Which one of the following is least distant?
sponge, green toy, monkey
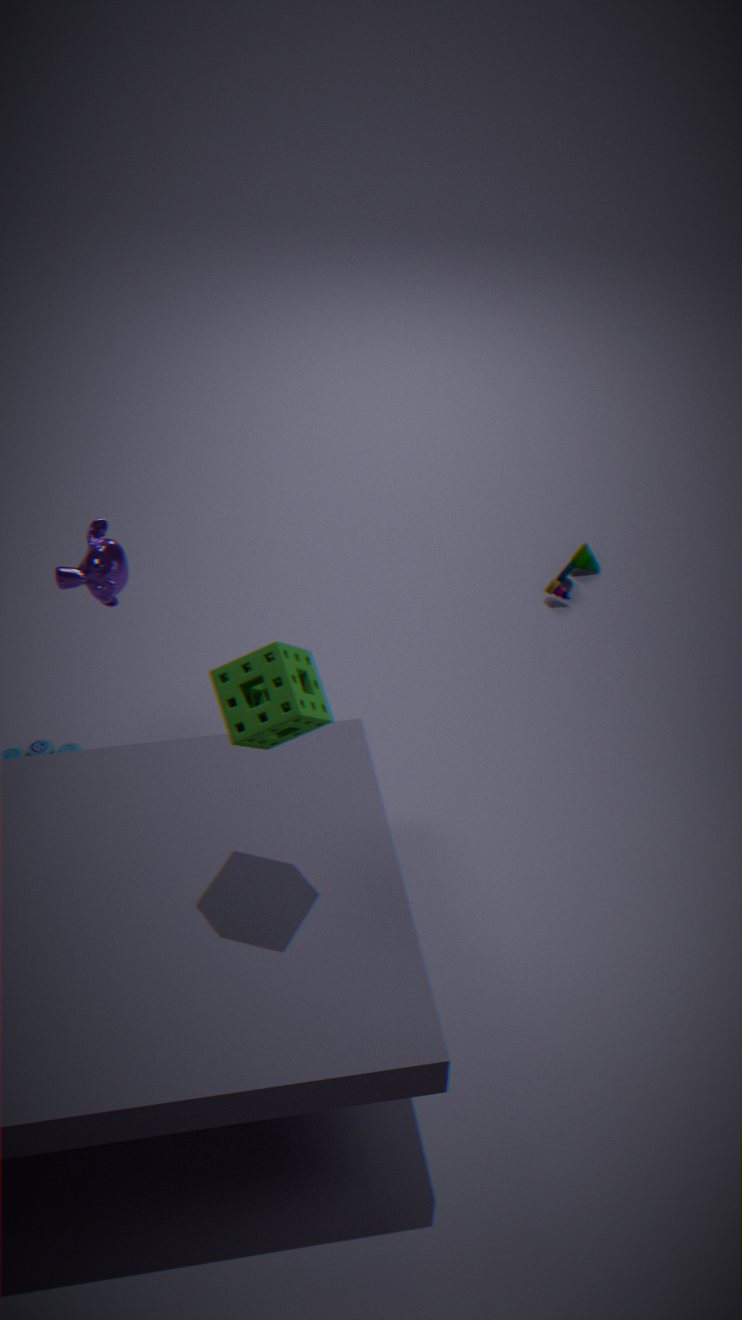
sponge
